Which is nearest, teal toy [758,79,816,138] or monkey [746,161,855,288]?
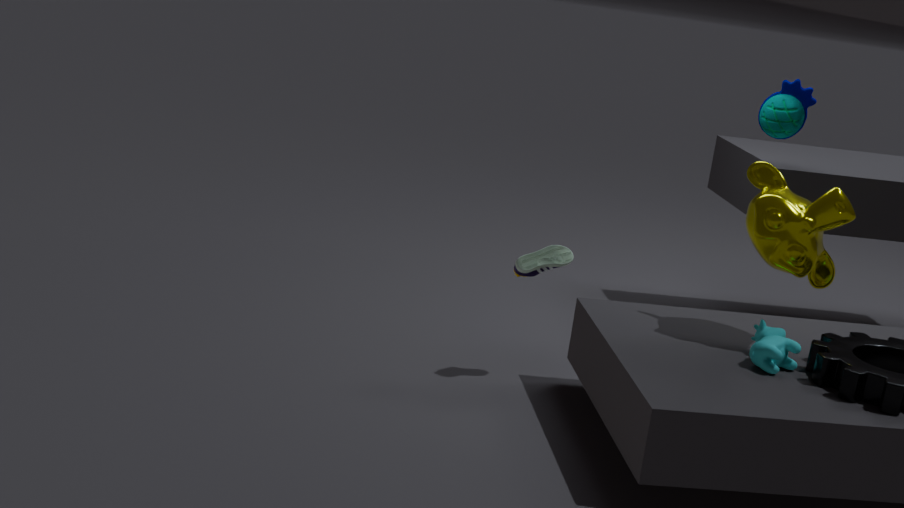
monkey [746,161,855,288]
